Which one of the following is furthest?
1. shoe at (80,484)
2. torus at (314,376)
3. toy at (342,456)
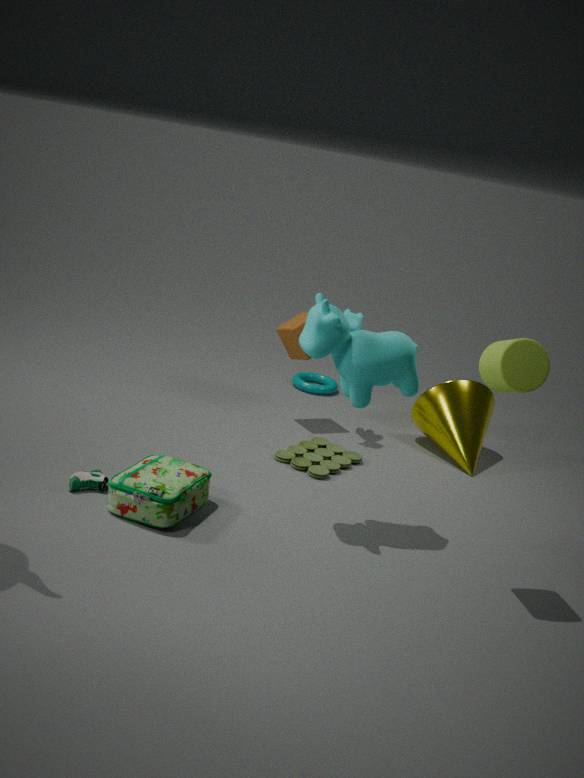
torus at (314,376)
